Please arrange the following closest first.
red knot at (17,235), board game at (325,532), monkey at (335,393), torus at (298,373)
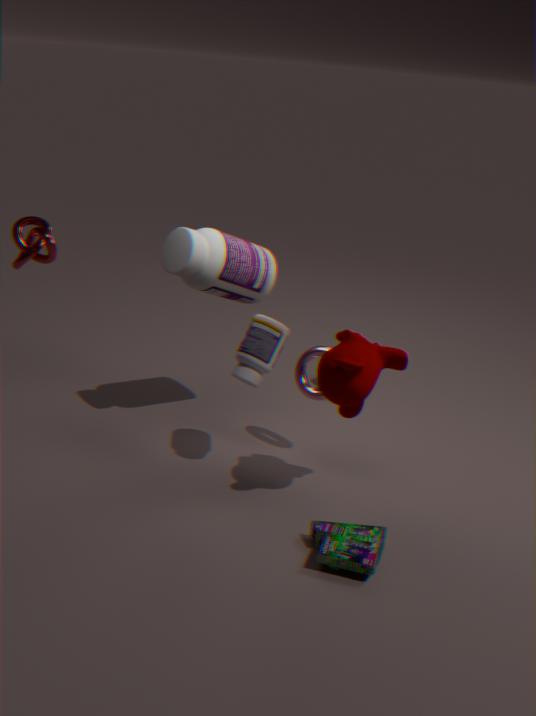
board game at (325,532), monkey at (335,393), red knot at (17,235), torus at (298,373)
